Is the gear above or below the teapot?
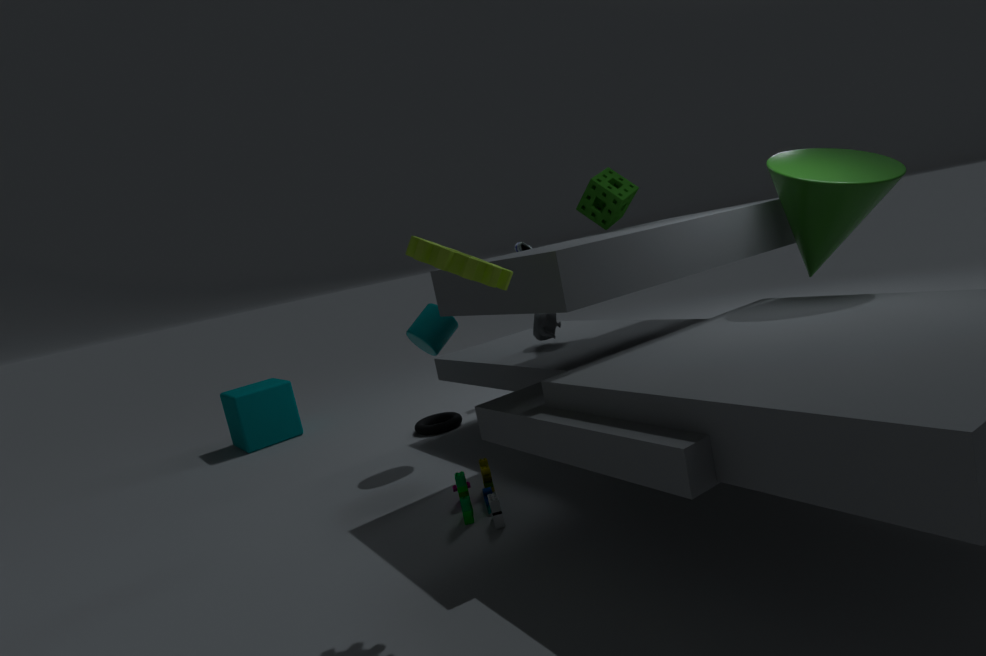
above
